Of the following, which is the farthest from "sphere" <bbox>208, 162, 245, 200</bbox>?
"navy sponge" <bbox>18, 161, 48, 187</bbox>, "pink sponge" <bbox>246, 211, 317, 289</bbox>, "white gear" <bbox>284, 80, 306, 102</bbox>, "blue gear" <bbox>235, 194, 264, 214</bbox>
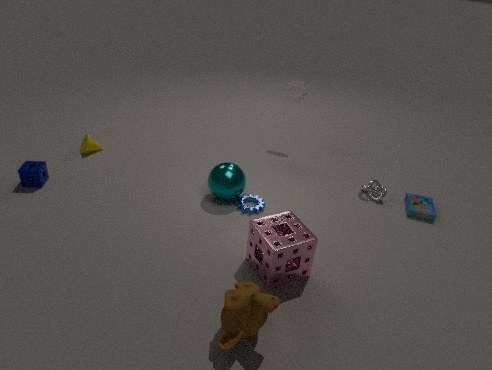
"navy sponge" <bbox>18, 161, 48, 187</bbox>
